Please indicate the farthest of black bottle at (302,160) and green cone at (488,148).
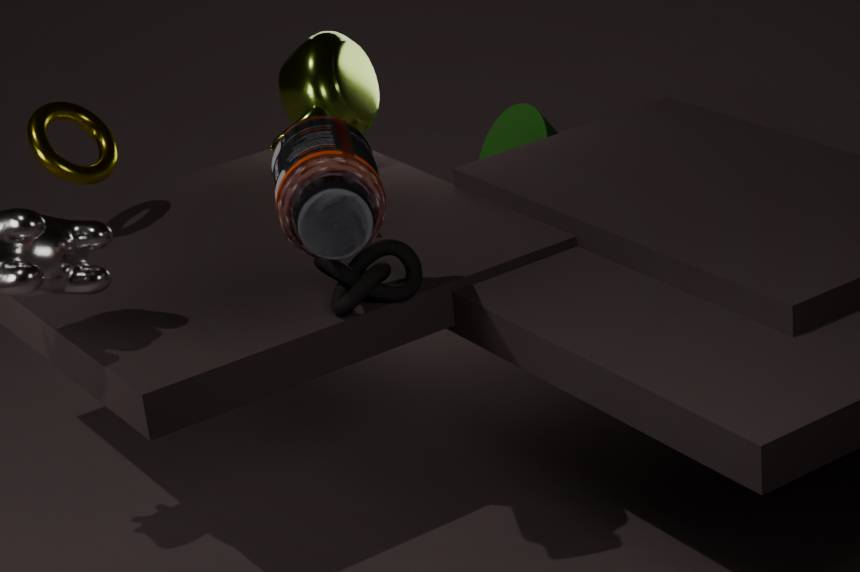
green cone at (488,148)
